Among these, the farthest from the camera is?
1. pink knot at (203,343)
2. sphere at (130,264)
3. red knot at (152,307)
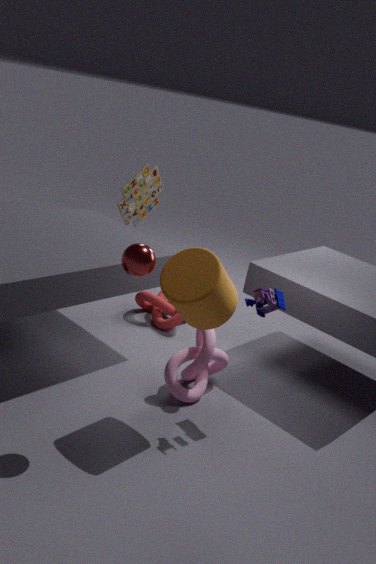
red knot at (152,307)
